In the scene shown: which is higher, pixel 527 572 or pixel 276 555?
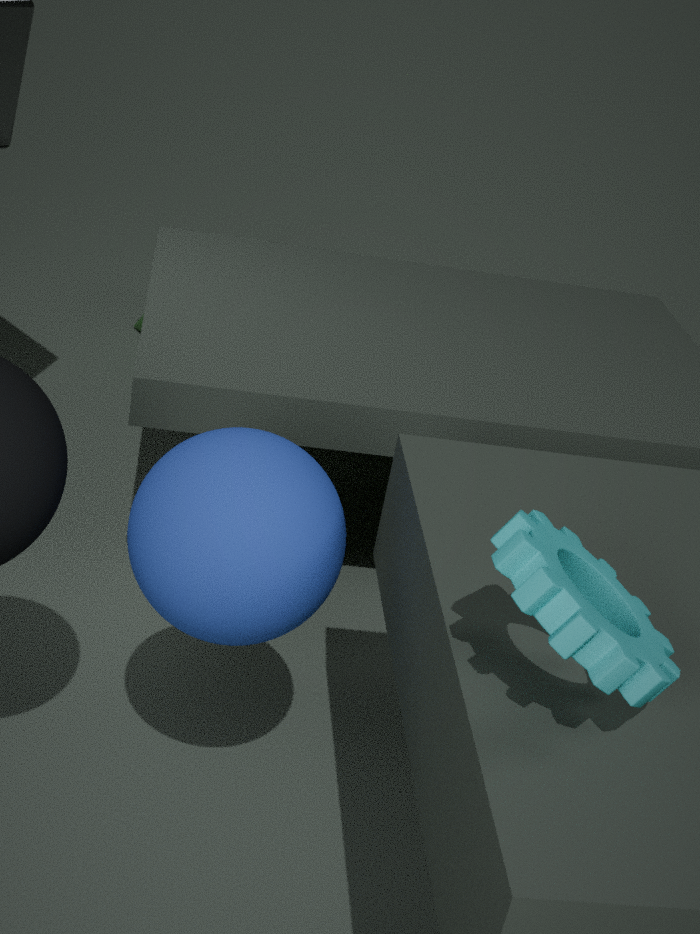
pixel 527 572
